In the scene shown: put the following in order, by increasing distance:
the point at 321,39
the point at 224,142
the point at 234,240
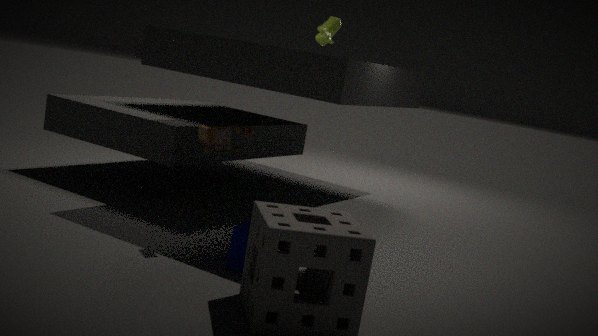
1. the point at 234,240
2. the point at 224,142
3. the point at 321,39
